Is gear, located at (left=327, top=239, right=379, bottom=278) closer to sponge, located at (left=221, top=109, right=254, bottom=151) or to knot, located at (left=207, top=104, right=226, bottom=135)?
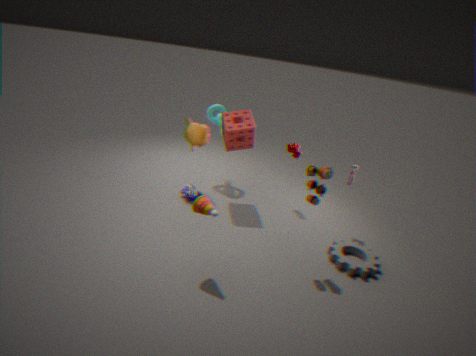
sponge, located at (left=221, top=109, right=254, bottom=151)
